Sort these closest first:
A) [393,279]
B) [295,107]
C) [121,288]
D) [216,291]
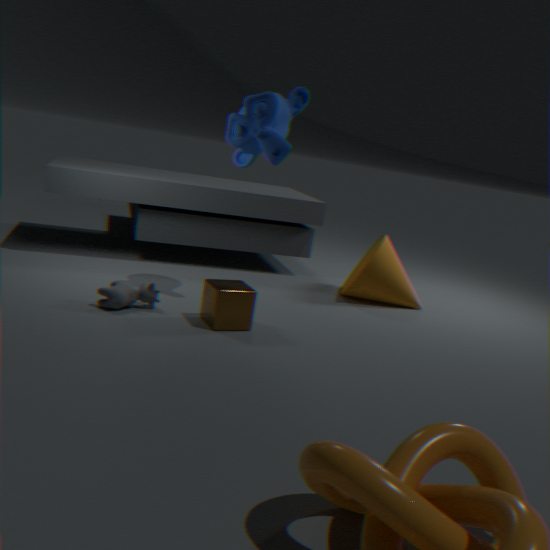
[216,291]
[121,288]
[295,107]
[393,279]
